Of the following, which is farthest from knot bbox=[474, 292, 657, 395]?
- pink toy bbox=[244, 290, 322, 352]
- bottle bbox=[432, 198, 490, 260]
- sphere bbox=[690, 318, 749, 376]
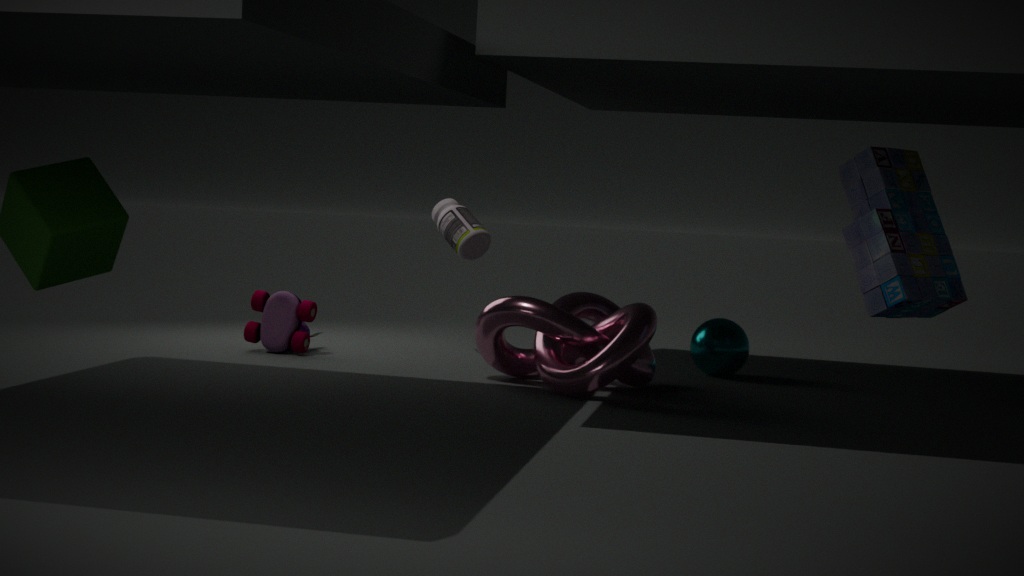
pink toy bbox=[244, 290, 322, 352]
